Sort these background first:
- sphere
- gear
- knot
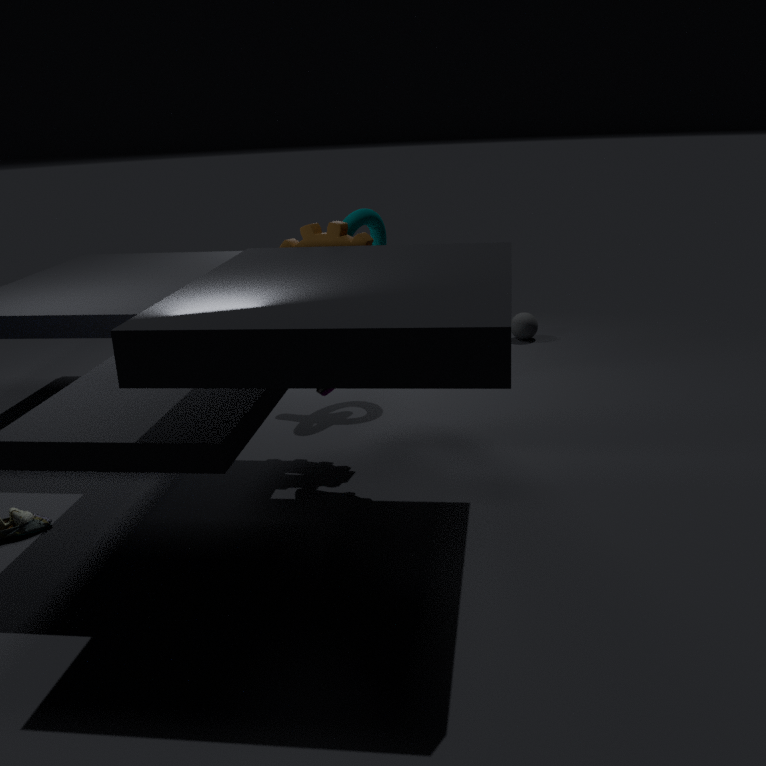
sphere → knot → gear
